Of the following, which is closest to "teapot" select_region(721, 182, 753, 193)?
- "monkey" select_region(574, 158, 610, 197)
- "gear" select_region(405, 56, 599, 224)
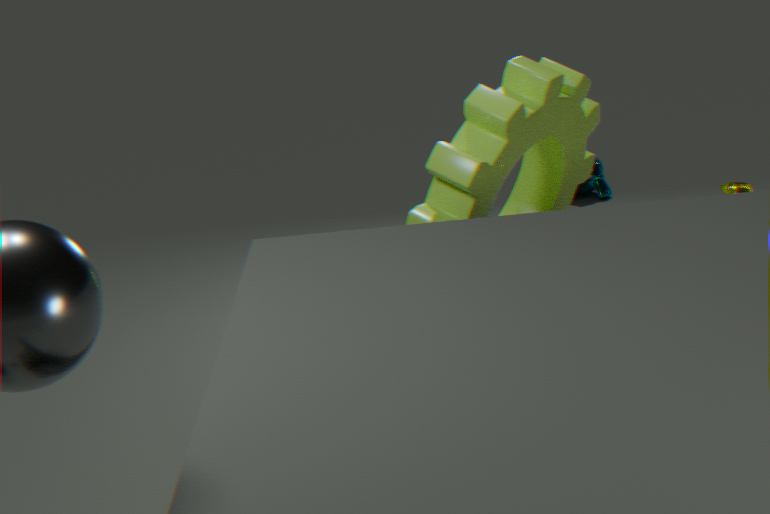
"gear" select_region(405, 56, 599, 224)
